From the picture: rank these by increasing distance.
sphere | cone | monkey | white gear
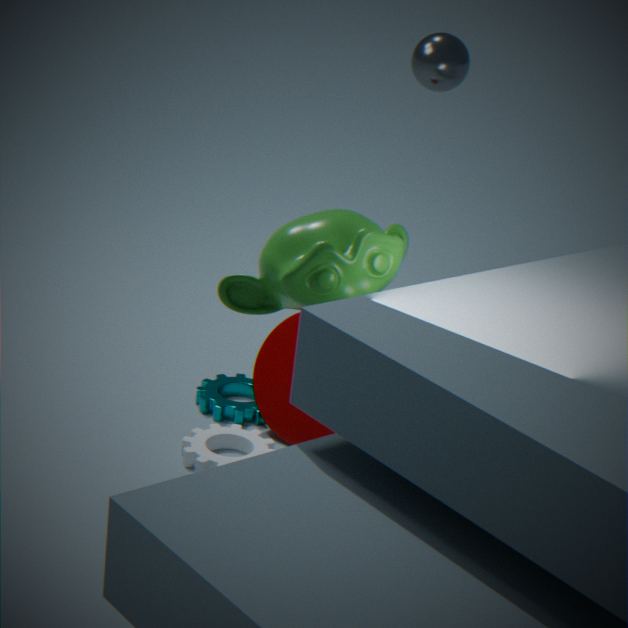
monkey → white gear → cone → sphere
